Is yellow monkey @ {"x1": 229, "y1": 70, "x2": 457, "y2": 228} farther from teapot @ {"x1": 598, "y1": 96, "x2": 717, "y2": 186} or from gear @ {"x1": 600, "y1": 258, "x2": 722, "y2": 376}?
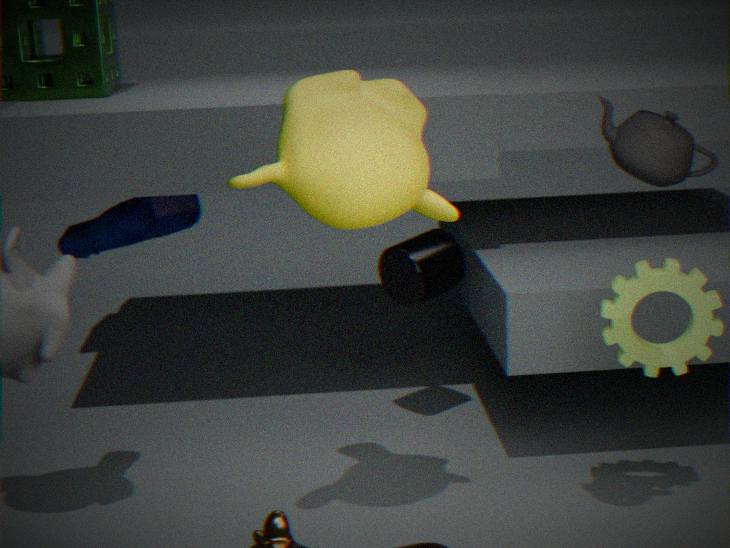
gear @ {"x1": 600, "y1": 258, "x2": 722, "y2": 376}
